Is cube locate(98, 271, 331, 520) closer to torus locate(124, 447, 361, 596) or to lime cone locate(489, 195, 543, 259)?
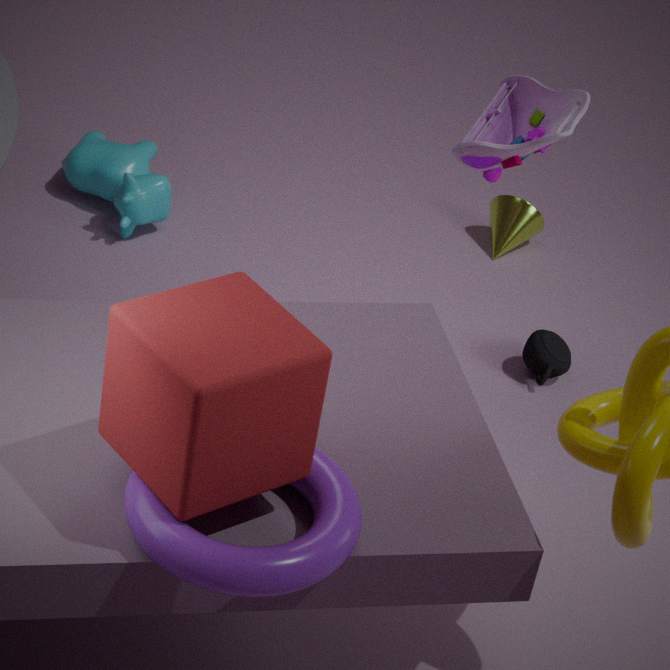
torus locate(124, 447, 361, 596)
